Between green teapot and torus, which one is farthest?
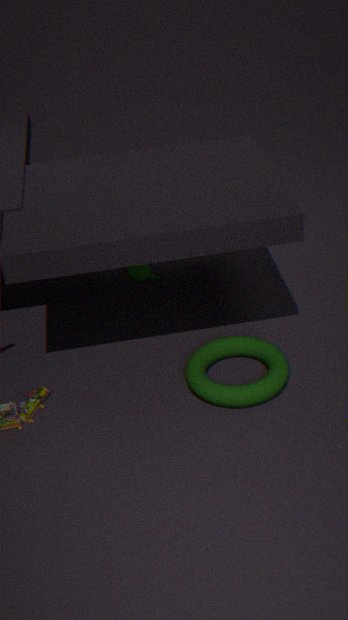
green teapot
